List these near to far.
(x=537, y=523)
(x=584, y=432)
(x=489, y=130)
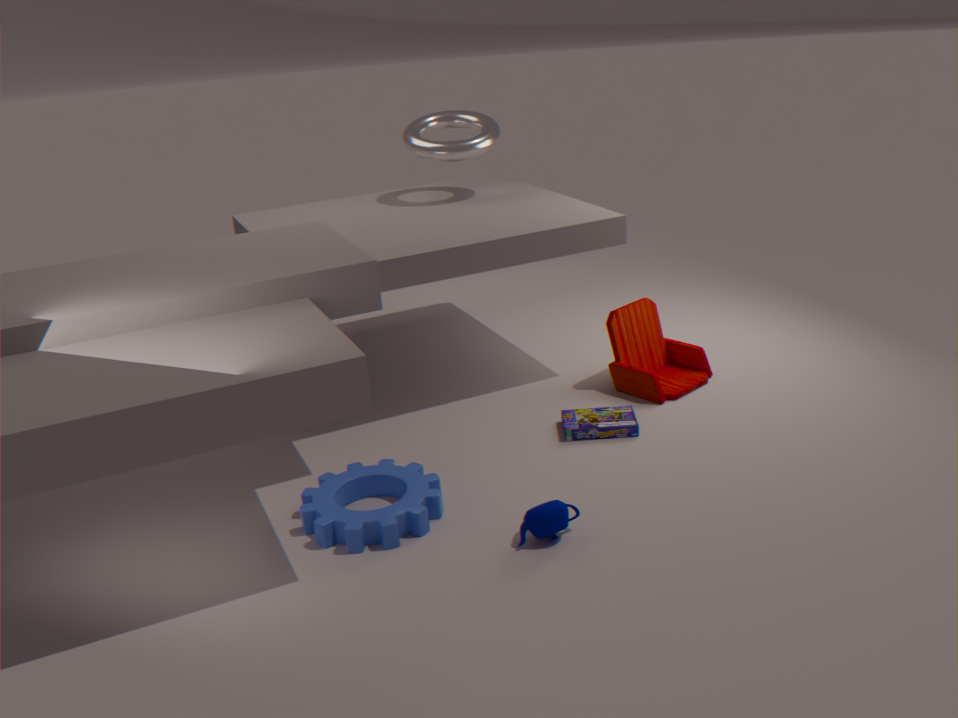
1. (x=537, y=523)
2. (x=584, y=432)
3. (x=489, y=130)
